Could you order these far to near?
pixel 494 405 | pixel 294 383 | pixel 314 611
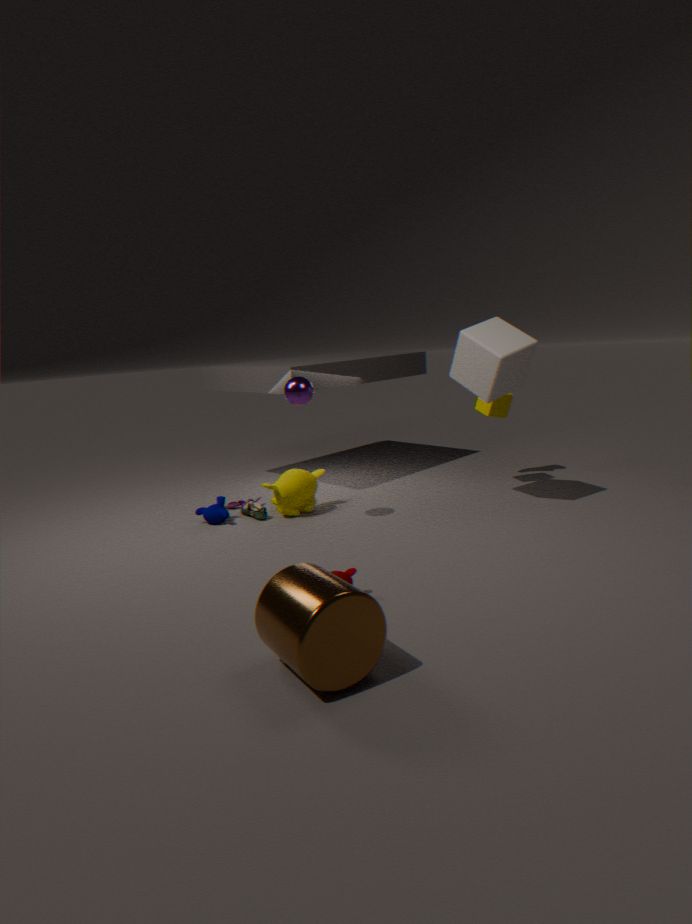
pixel 494 405 → pixel 294 383 → pixel 314 611
